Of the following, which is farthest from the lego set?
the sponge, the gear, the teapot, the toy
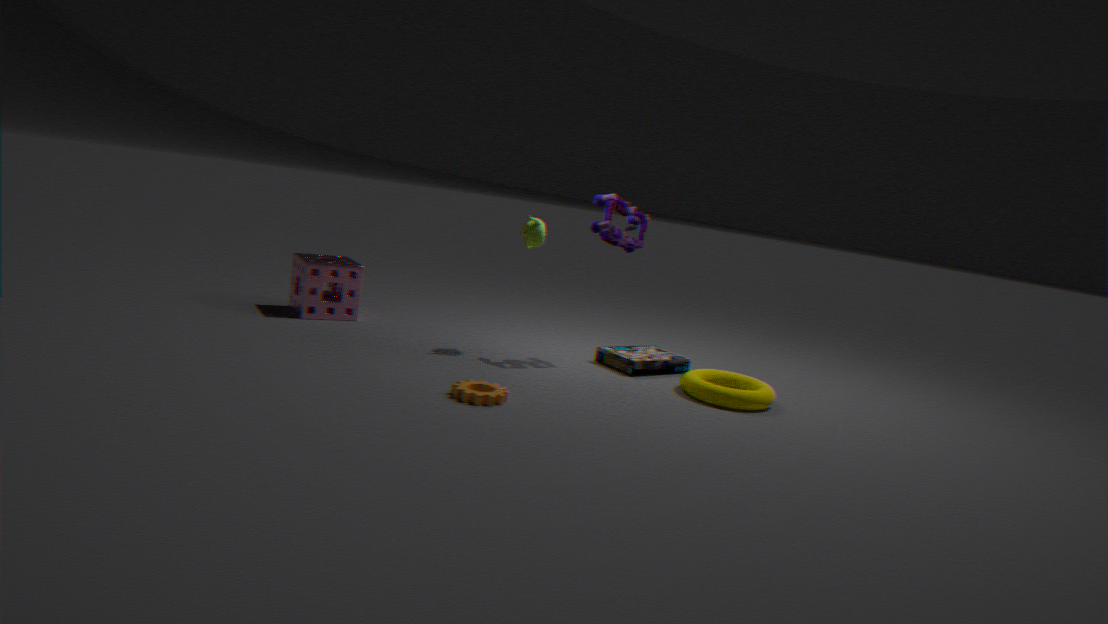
the sponge
